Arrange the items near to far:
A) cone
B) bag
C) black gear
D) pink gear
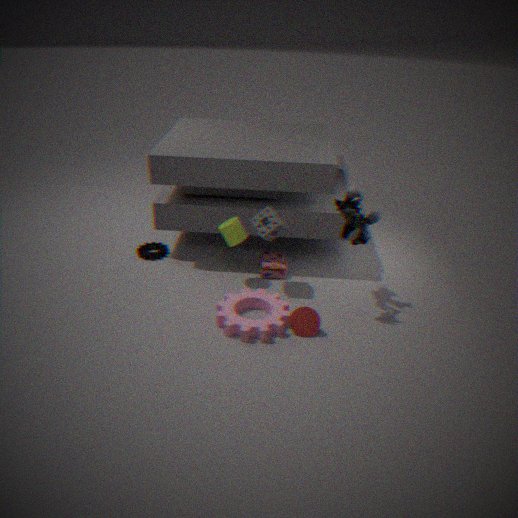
pink gear
cone
bag
black gear
